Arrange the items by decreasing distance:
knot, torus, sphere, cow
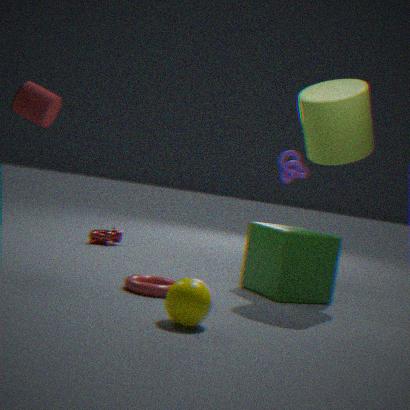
knot, cow, torus, sphere
